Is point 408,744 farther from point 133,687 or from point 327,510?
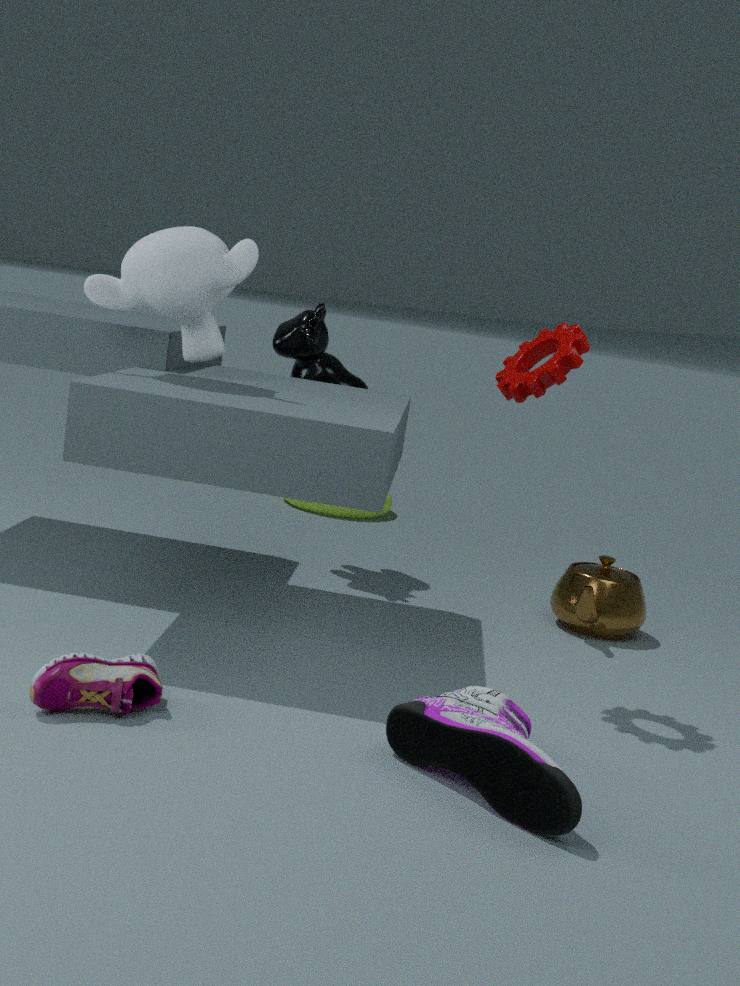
point 327,510
